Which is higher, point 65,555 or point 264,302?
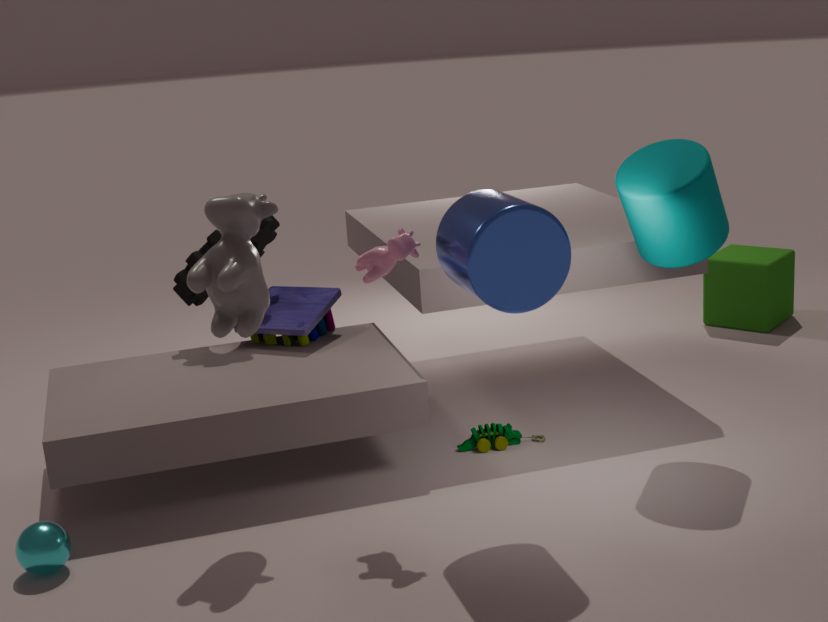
point 264,302
